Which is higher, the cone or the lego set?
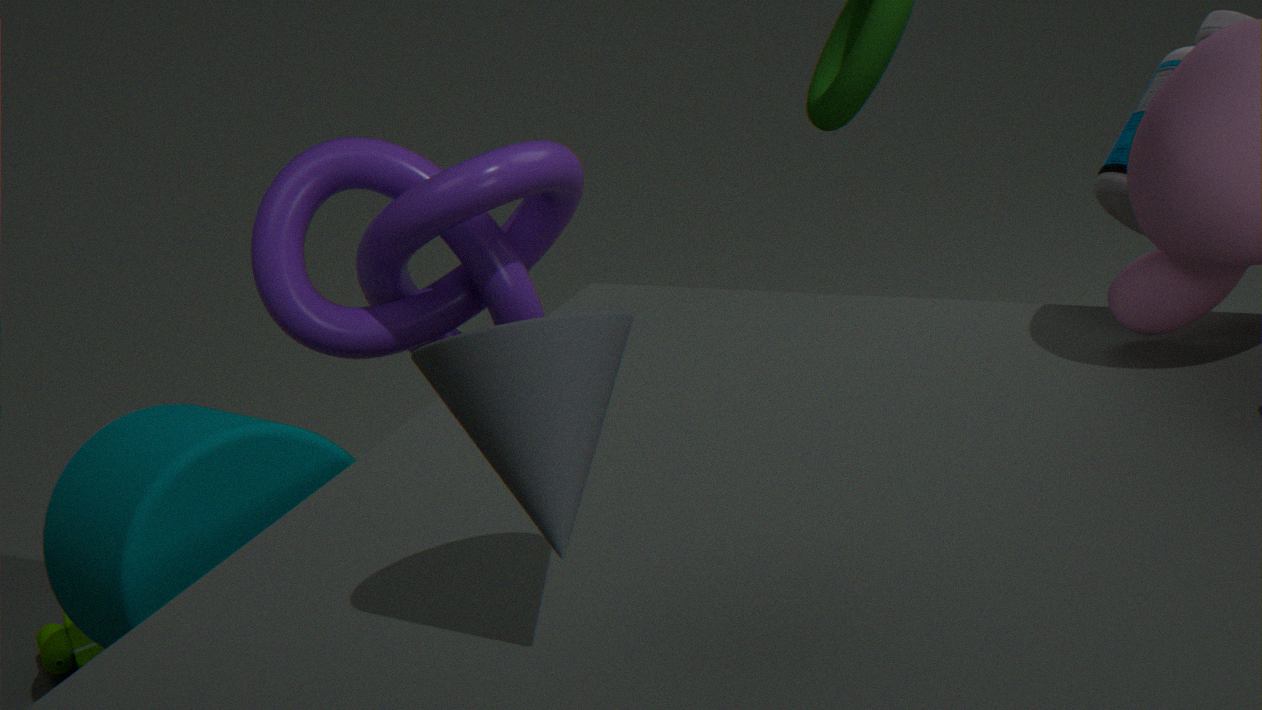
the cone
